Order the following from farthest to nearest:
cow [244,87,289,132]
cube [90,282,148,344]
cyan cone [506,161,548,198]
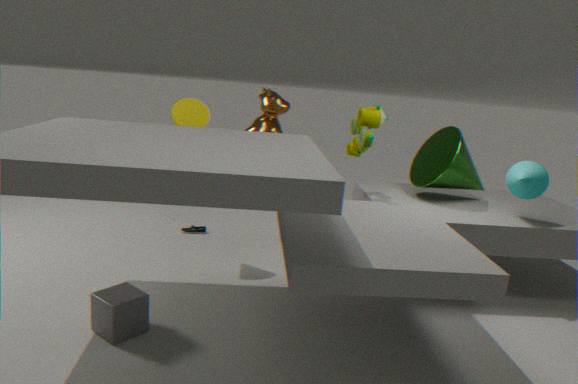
cow [244,87,289,132], cyan cone [506,161,548,198], cube [90,282,148,344]
